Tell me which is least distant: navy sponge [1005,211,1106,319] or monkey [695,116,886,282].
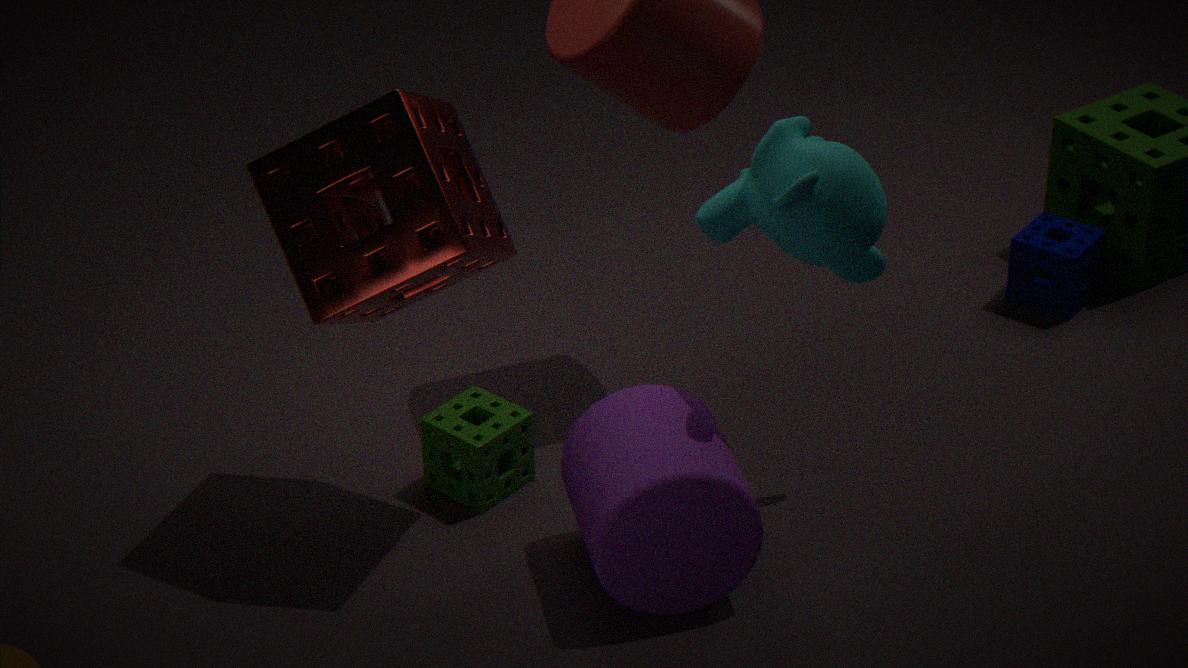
monkey [695,116,886,282]
